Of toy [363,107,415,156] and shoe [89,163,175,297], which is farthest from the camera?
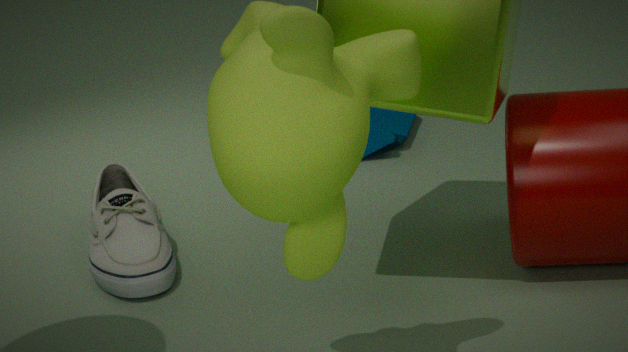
toy [363,107,415,156]
